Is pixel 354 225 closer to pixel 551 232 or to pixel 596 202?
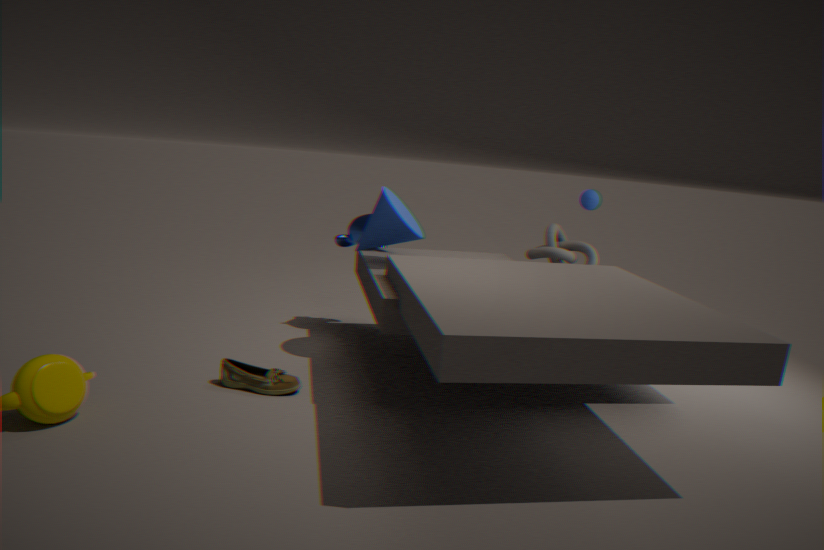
pixel 551 232
